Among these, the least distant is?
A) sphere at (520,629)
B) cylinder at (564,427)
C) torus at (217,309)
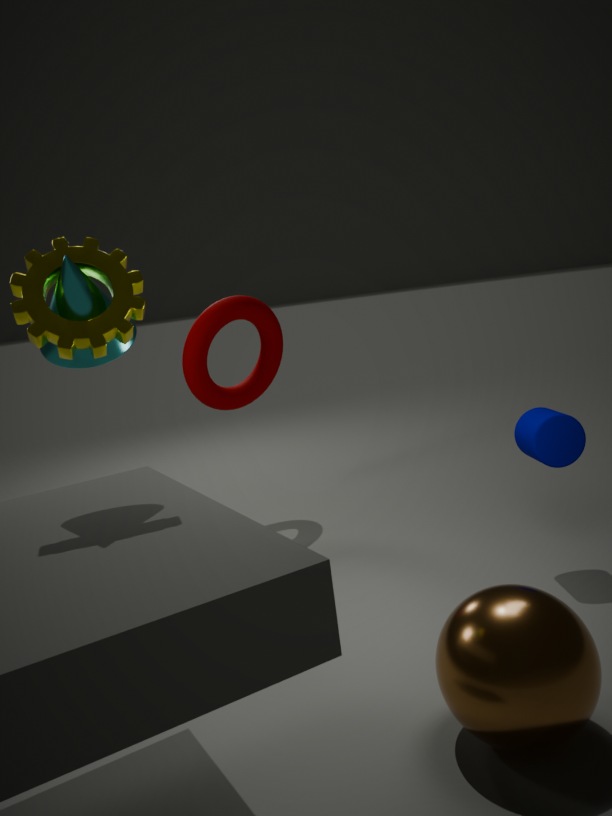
sphere at (520,629)
